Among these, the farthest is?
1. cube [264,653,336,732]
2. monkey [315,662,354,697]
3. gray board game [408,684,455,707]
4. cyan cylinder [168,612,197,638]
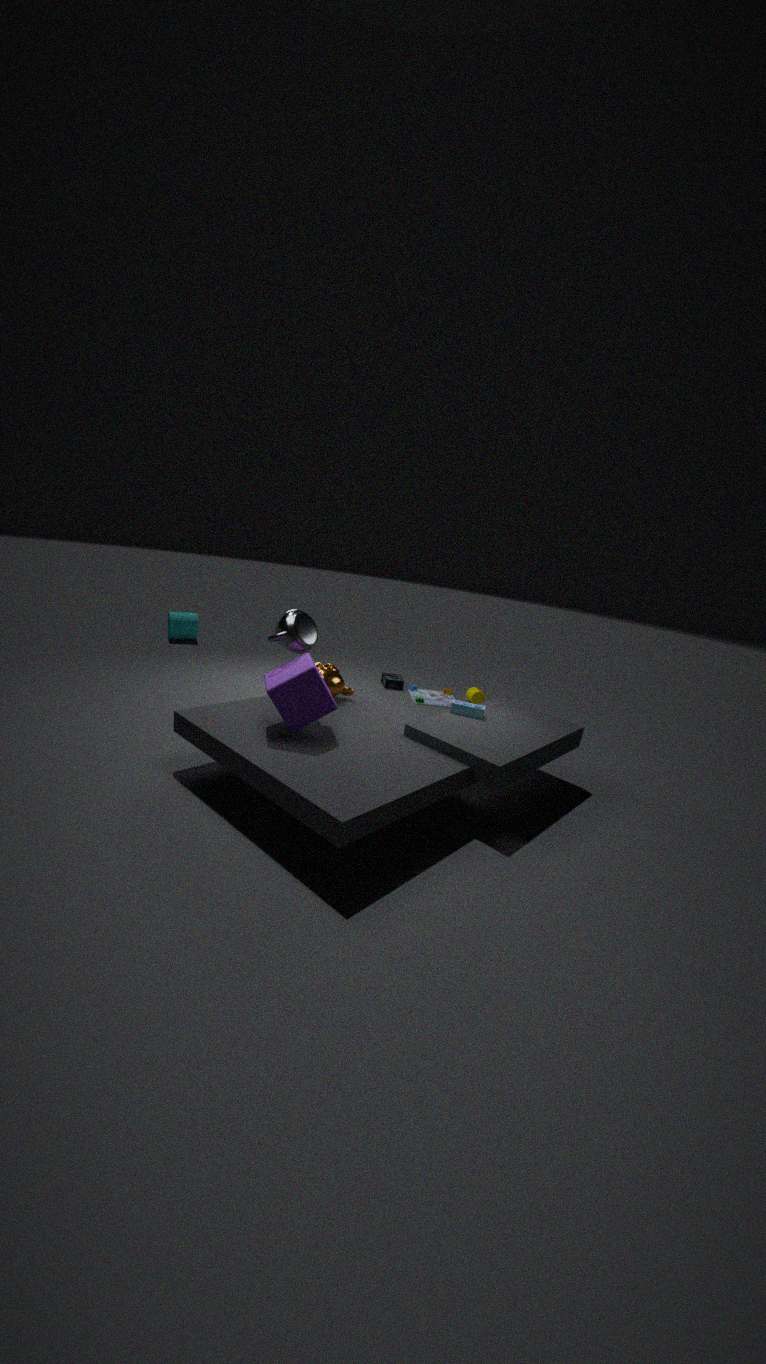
cyan cylinder [168,612,197,638]
